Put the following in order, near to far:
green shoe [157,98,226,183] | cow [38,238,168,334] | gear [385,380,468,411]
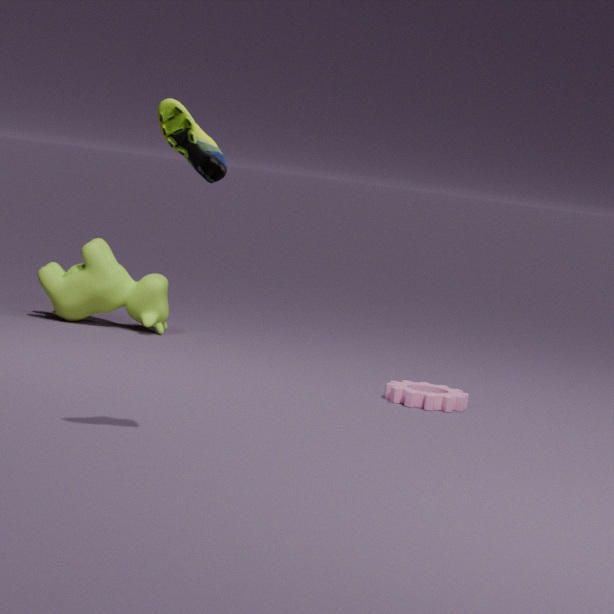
1. green shoe [157,98,226,183]
2. gear [385,380,468,411]
3. cow [38,238,168,334]
